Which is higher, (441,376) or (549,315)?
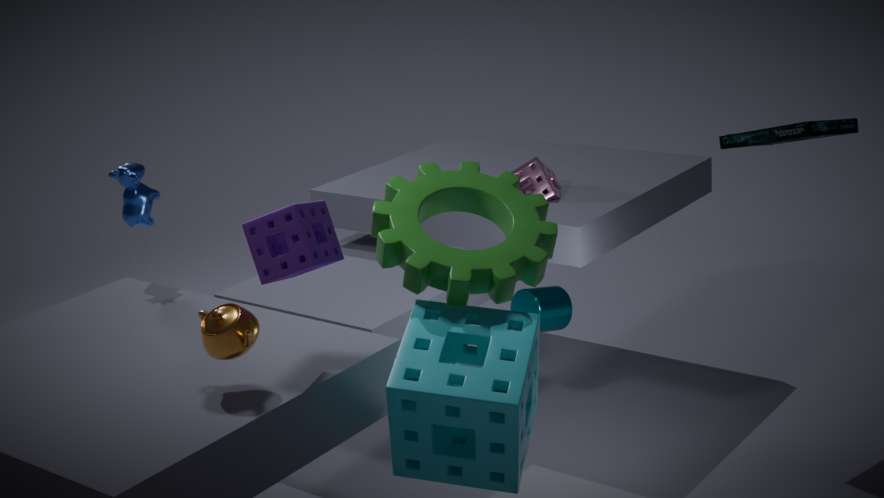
(441,376)
